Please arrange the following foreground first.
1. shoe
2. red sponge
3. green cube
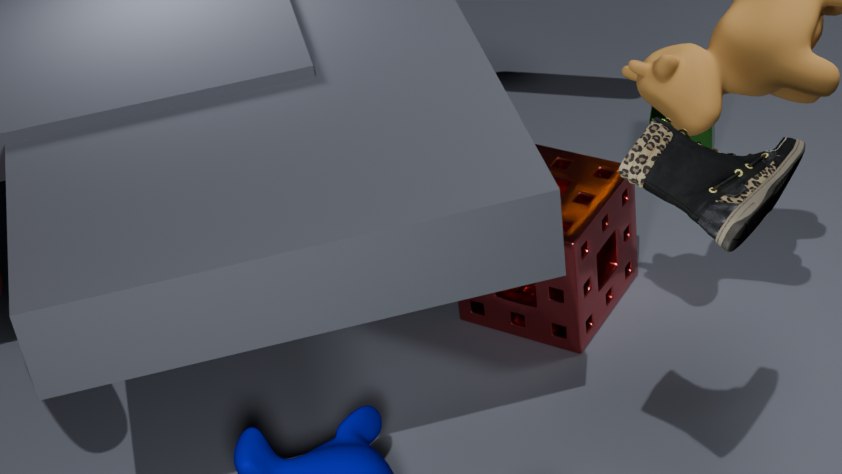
shoe → red sponge → green cube
